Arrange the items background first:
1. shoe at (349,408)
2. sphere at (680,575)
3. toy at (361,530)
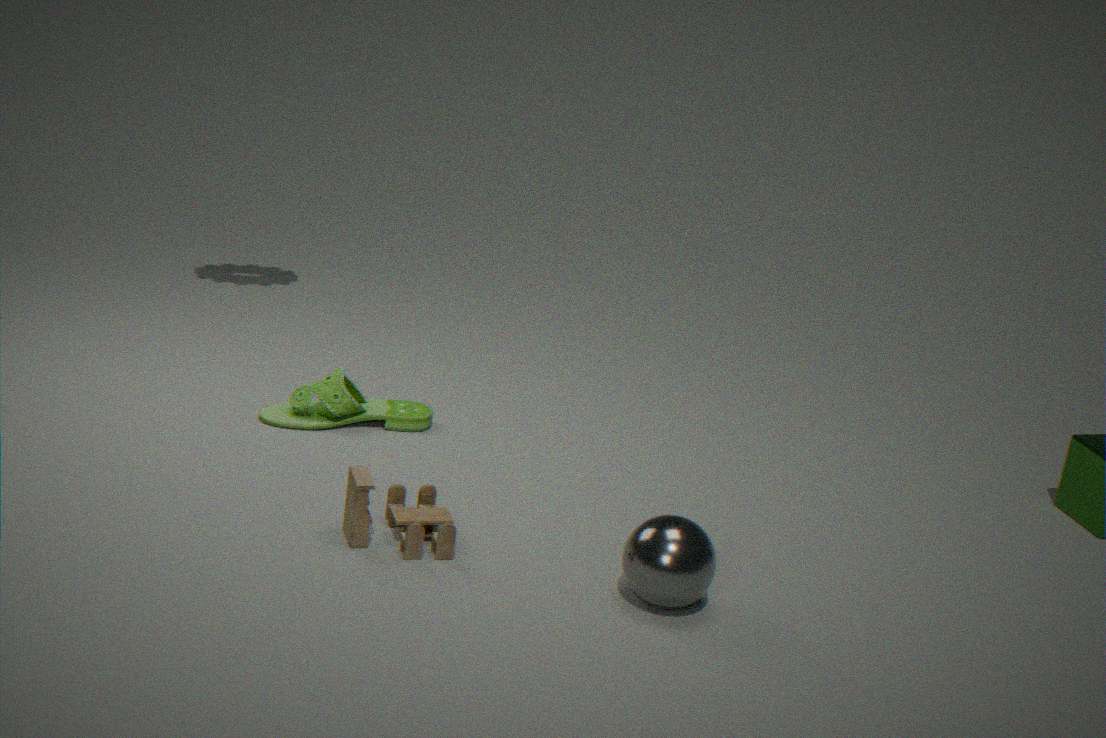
1. shoe at (349,408)
2. toy at (361,530)
3. sphere at (680,575)
